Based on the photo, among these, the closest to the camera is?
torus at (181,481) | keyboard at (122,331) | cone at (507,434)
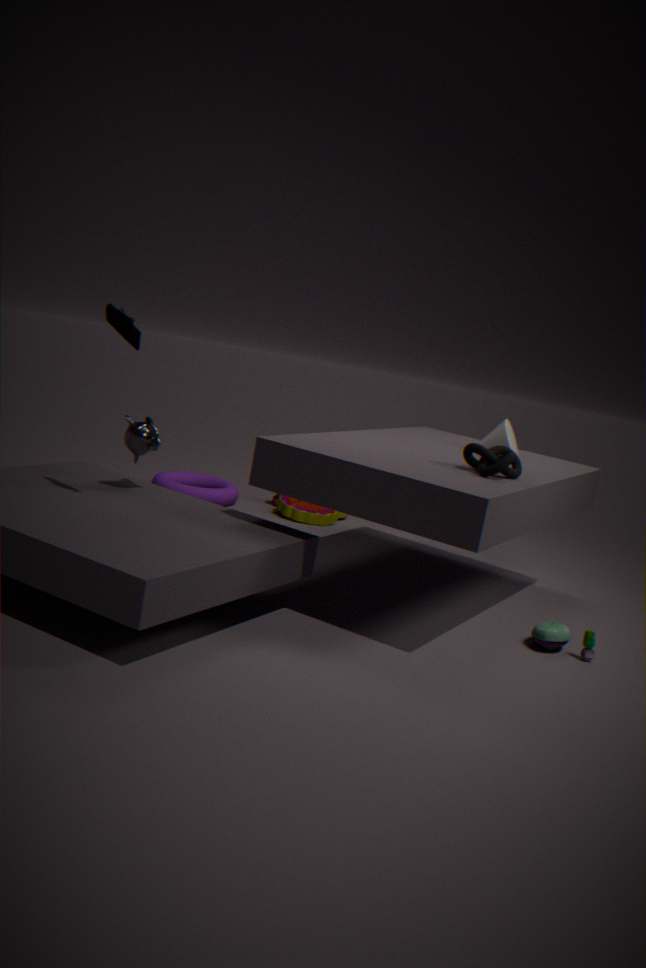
keyboard at (122,331)
